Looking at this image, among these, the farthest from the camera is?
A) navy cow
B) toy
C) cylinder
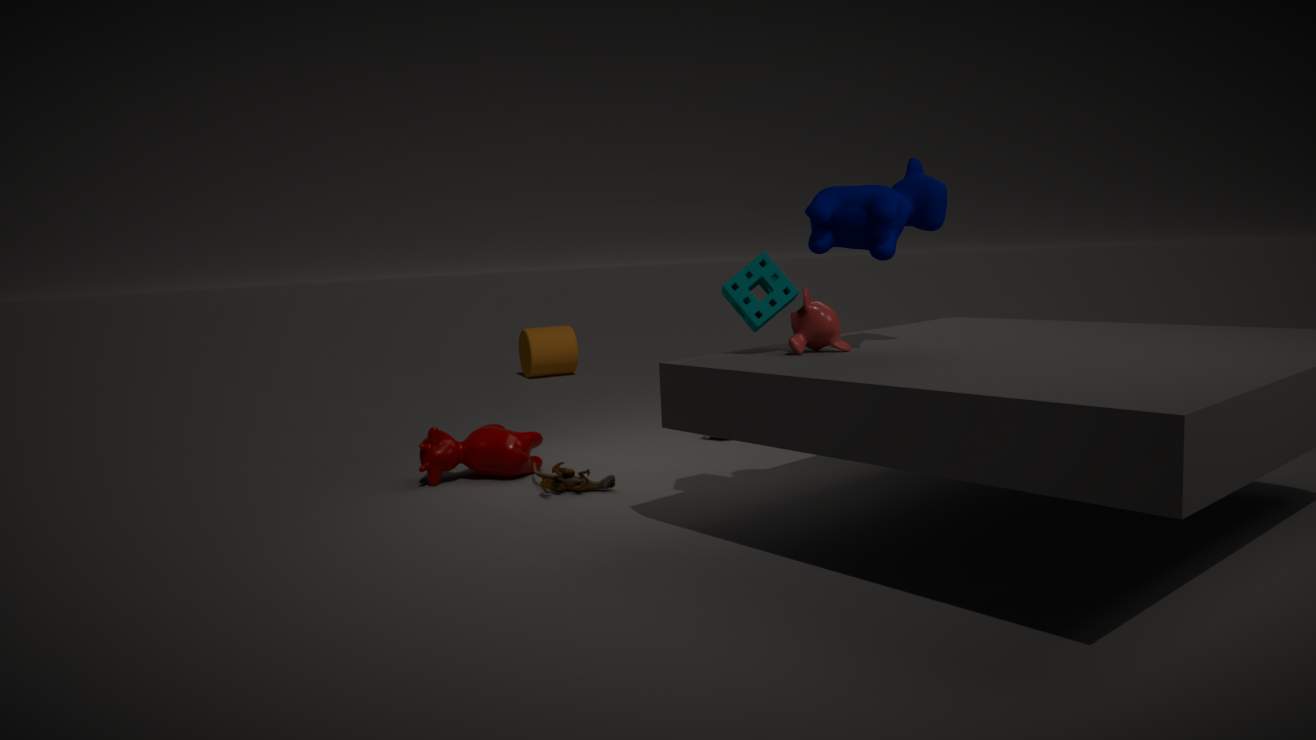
cylinder
